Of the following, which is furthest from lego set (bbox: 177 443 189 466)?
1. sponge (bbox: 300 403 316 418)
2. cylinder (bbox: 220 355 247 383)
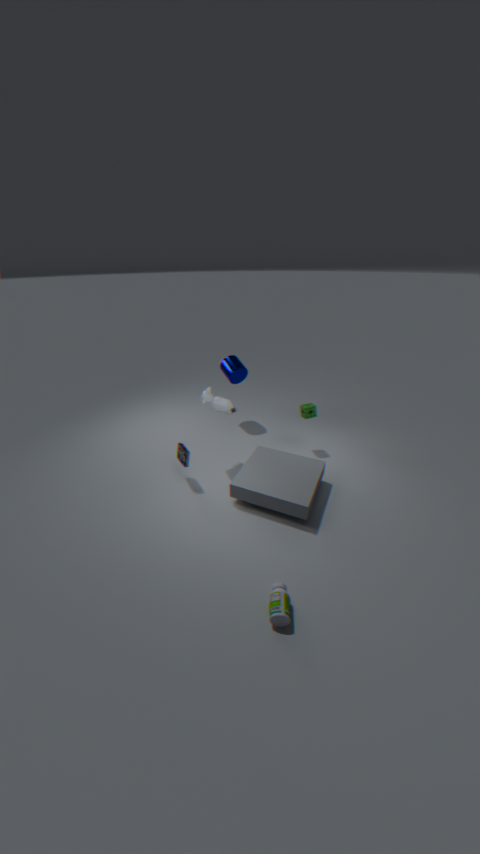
sponge (bbox: 300 403 316 418)
